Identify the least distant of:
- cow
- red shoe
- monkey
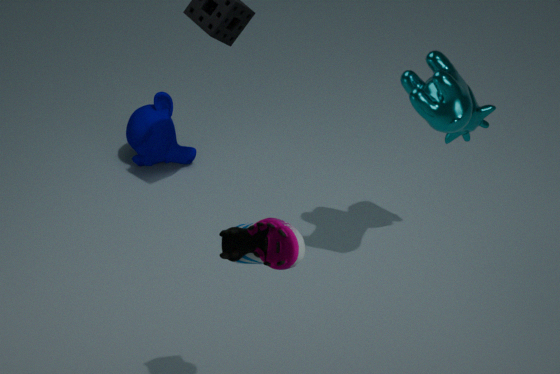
red shoe
